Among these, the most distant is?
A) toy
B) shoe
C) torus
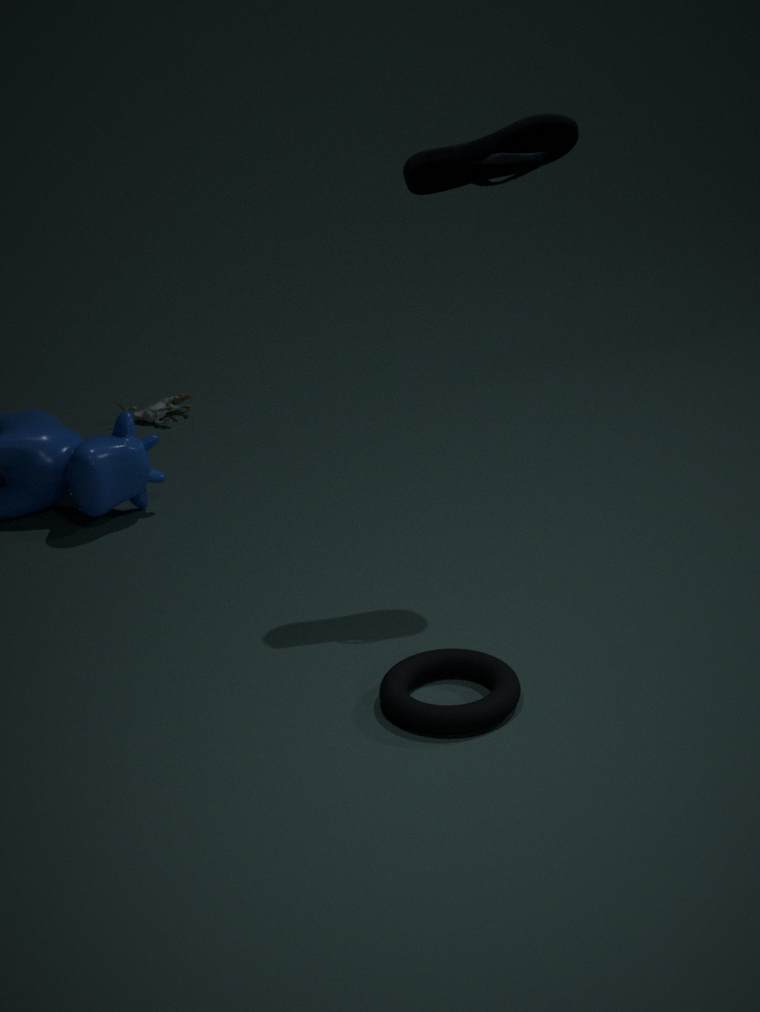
toy
